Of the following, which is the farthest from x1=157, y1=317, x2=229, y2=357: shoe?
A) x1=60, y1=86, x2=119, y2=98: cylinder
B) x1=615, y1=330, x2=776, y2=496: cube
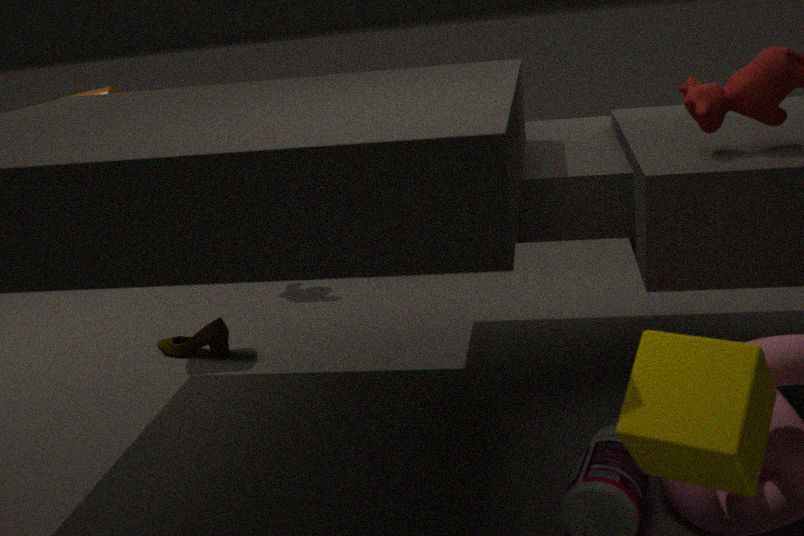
x1=615, y1=330, x2=776, y2=496: cube
